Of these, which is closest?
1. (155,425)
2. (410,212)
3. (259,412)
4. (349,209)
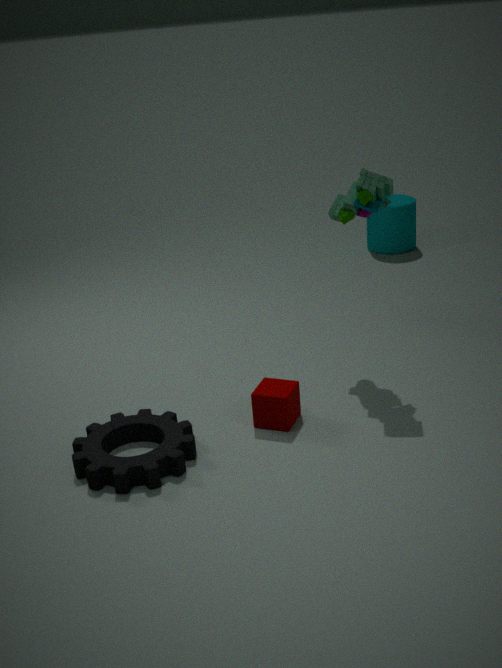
(155,425)
